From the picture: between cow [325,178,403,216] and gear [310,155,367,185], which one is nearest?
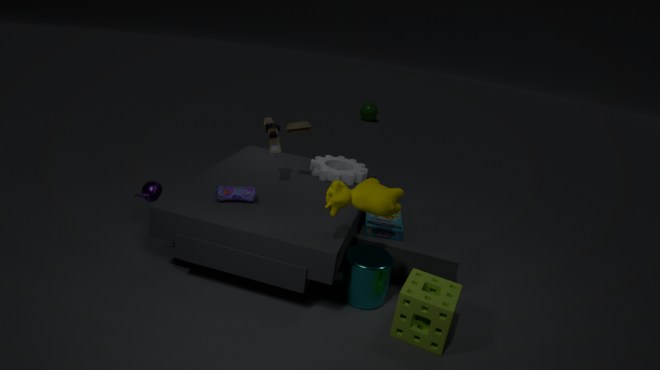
cow [325,178,403,216]
